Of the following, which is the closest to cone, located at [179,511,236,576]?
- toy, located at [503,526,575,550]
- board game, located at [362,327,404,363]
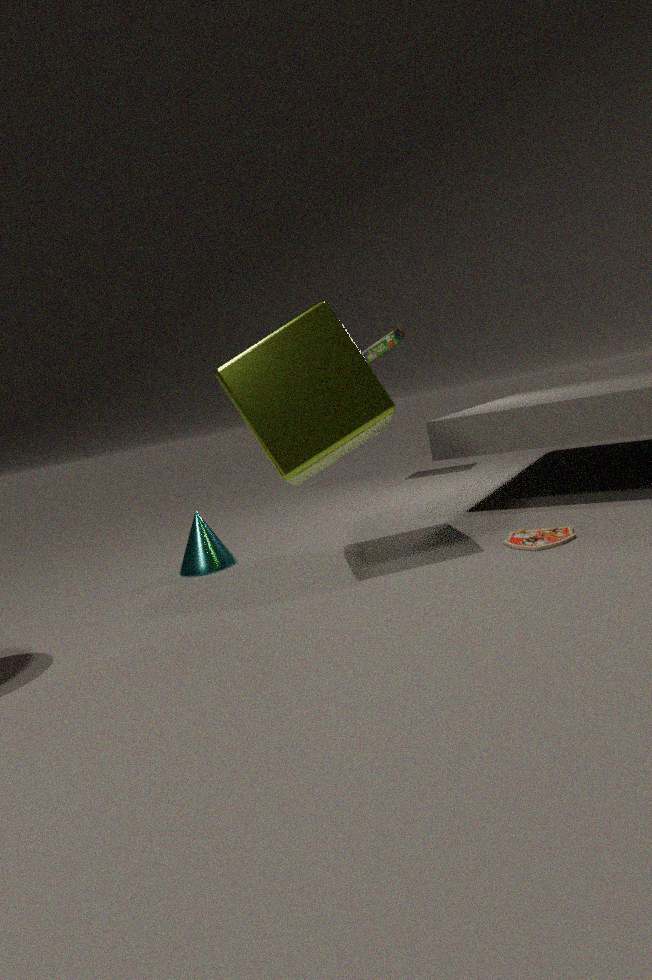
toy, located at [503,526,575,550]
